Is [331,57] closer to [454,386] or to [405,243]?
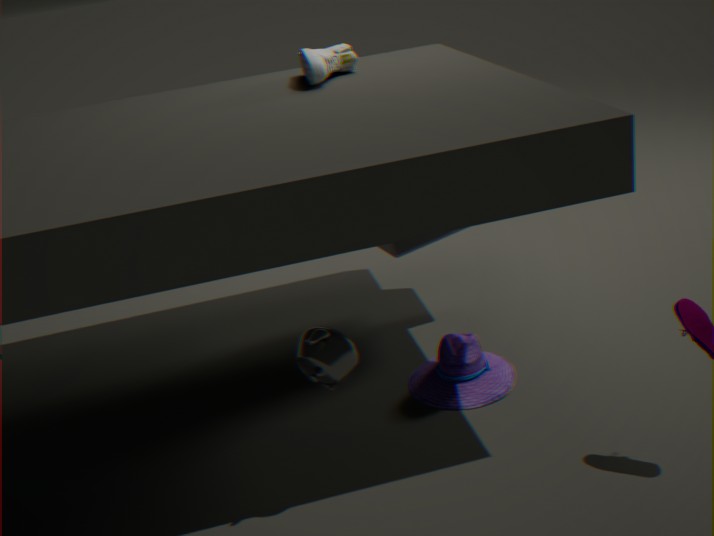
[405,243]
